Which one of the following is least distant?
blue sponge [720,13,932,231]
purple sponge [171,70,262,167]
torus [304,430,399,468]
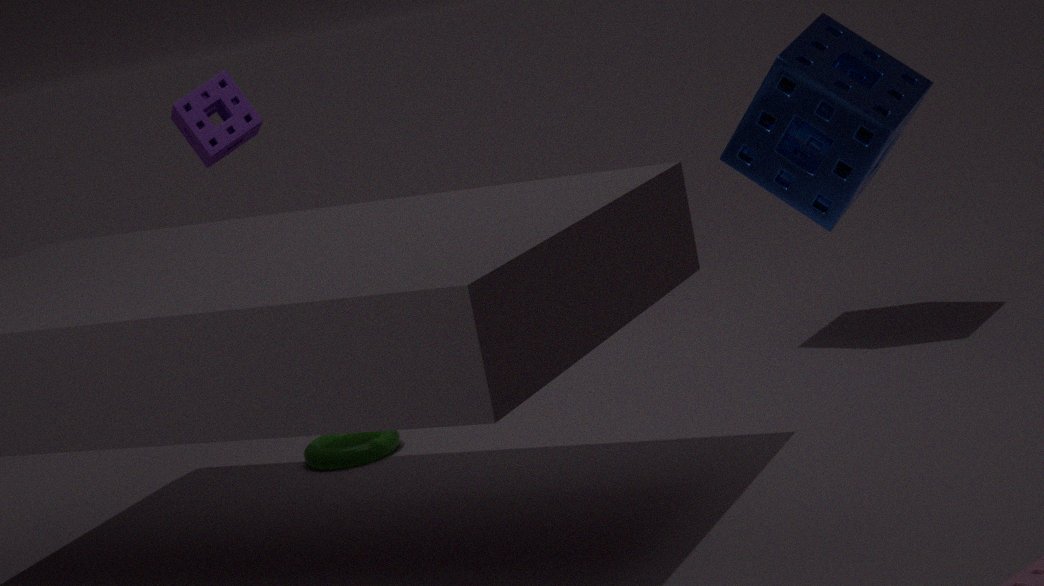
blue sponge [720,13,932,231]
